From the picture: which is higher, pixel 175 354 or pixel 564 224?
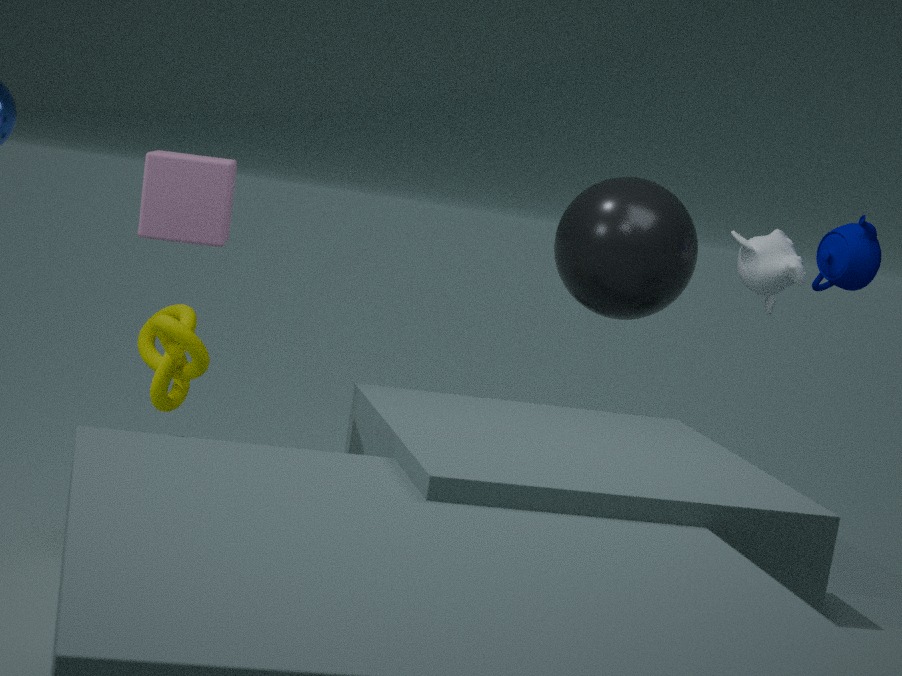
pixel 564 224
